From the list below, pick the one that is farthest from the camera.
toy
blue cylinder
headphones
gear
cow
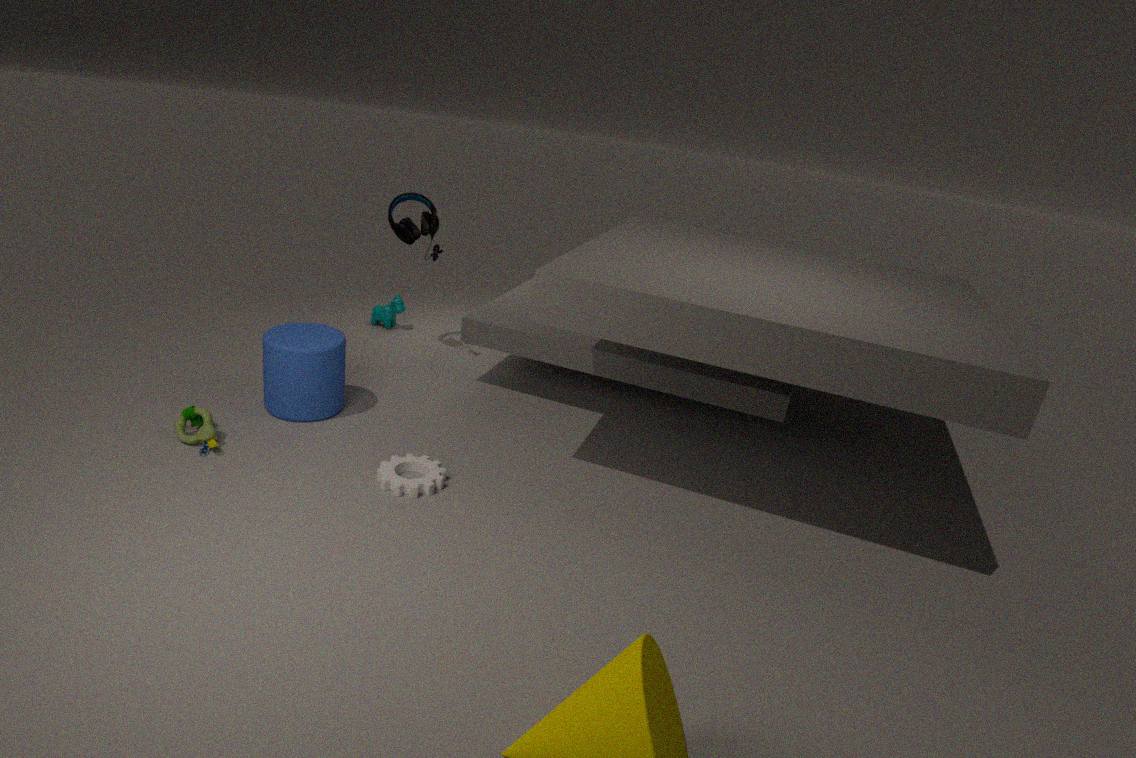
cow
